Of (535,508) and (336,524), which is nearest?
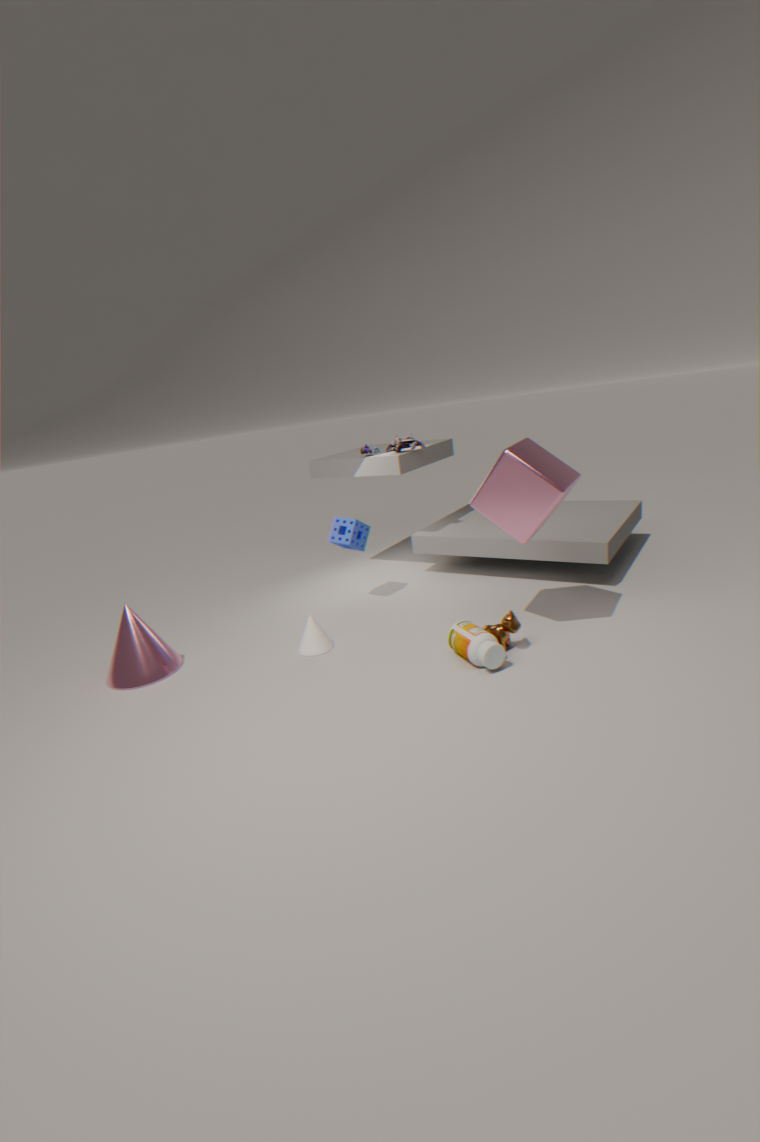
(535,508)
